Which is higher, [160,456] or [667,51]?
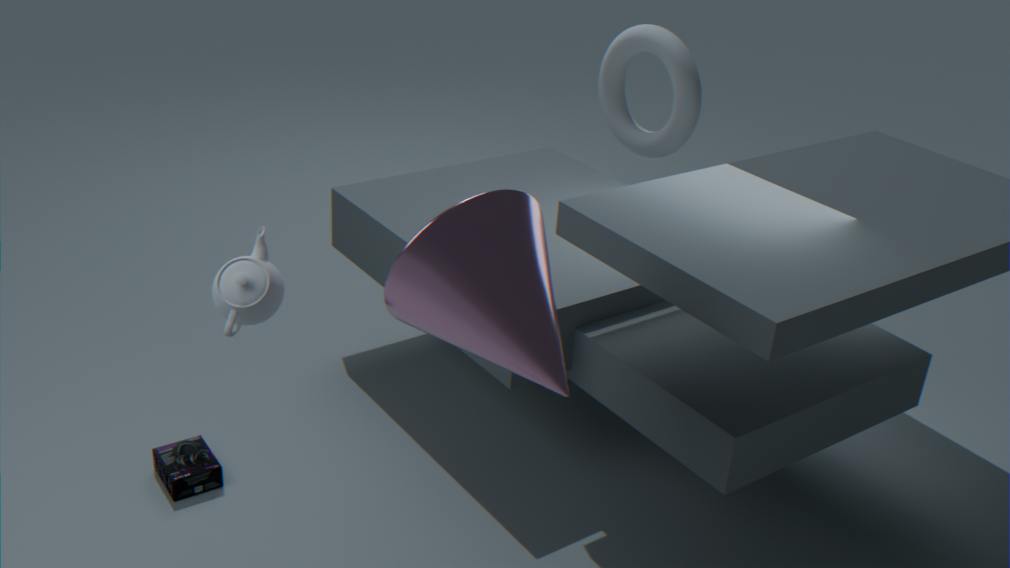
[667,51]
